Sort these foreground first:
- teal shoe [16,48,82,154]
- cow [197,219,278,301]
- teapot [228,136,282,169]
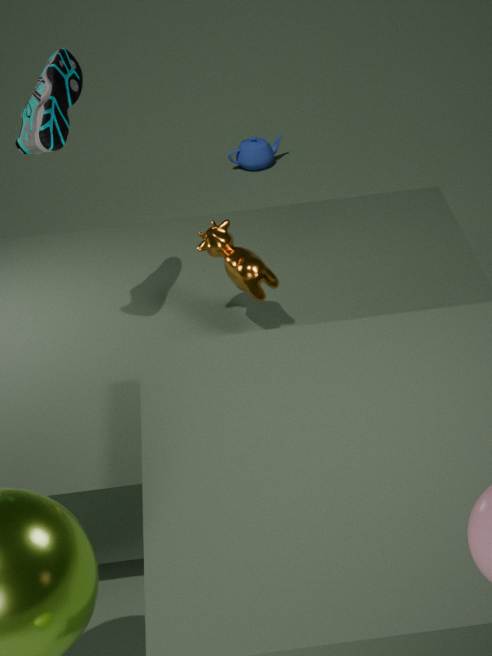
teal shoe [16,48,82,154] < cow [197,219,278,301] < teapot [228,136,282,169]
